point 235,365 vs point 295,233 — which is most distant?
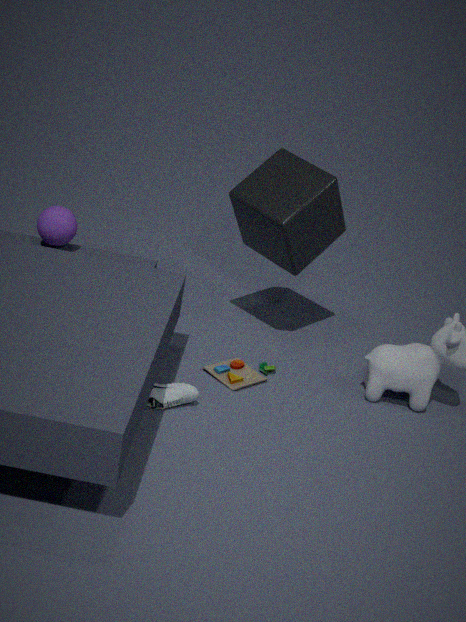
point 295,233
